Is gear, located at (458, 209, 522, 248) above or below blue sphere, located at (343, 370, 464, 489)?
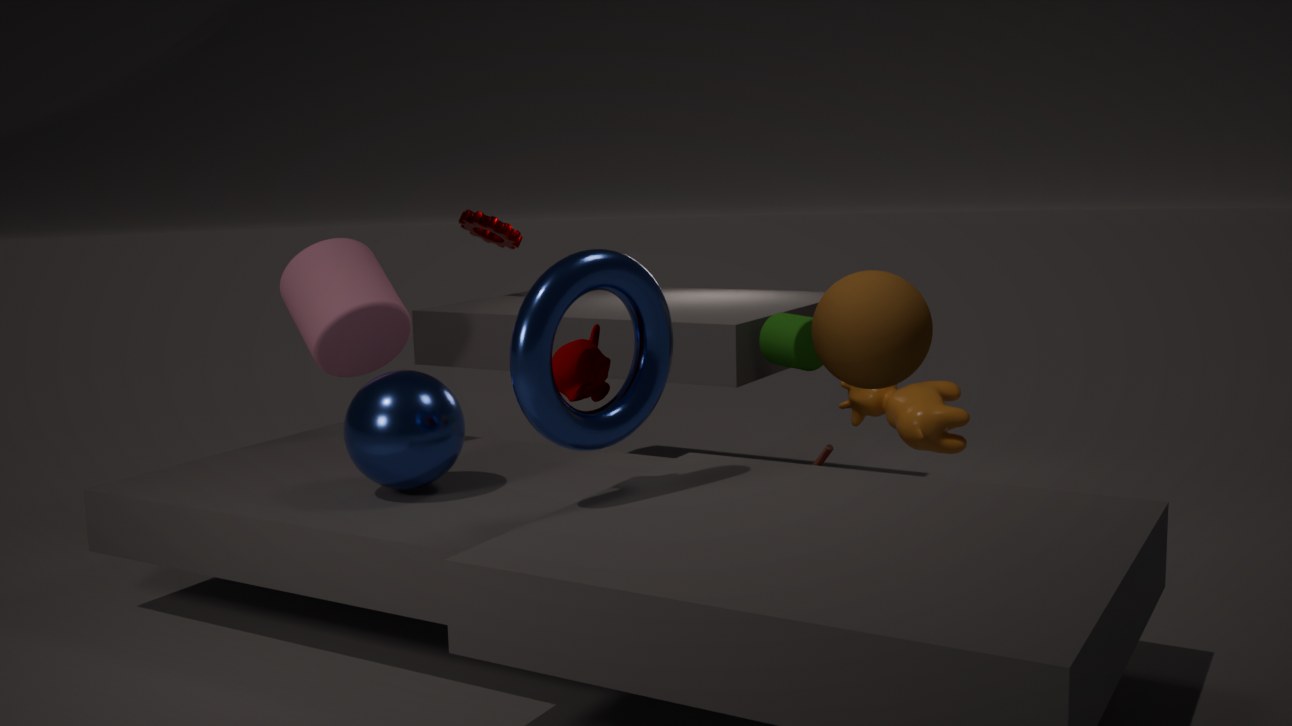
above
